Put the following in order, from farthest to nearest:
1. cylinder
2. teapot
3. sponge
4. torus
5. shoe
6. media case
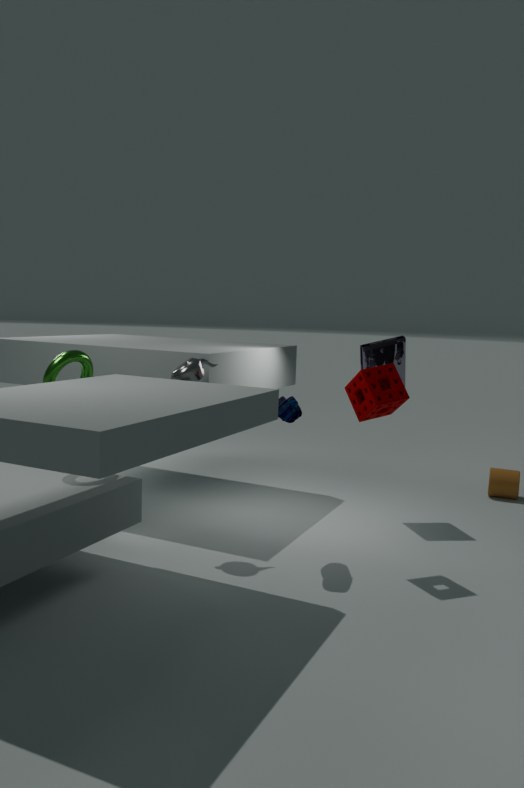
cylinder
media case
teapot
sponge
torus
shoe
